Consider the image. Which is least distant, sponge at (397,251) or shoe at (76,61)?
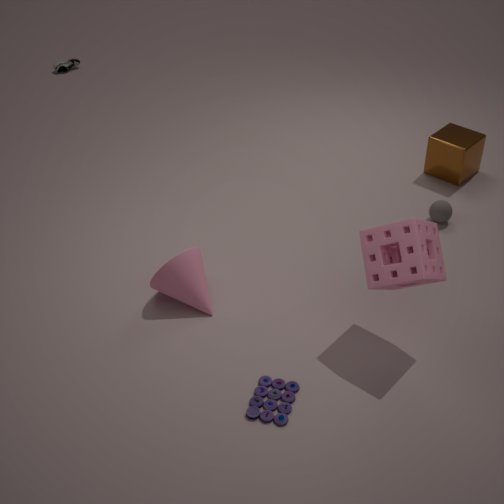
sponge at (397,251)
